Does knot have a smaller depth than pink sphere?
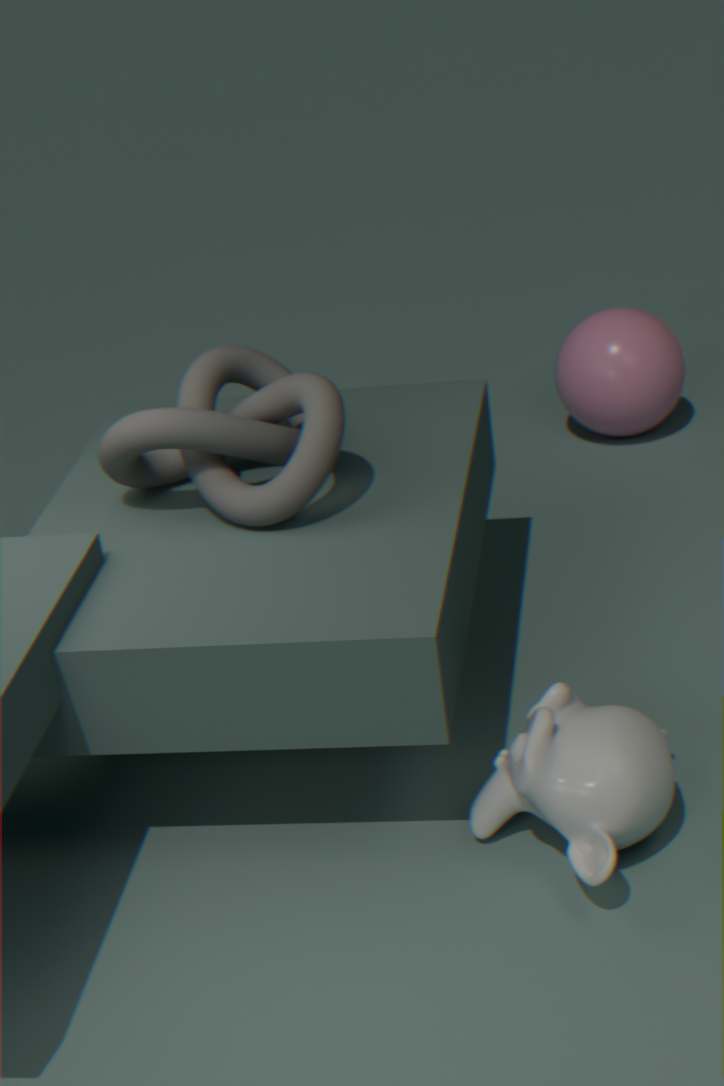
Yes
